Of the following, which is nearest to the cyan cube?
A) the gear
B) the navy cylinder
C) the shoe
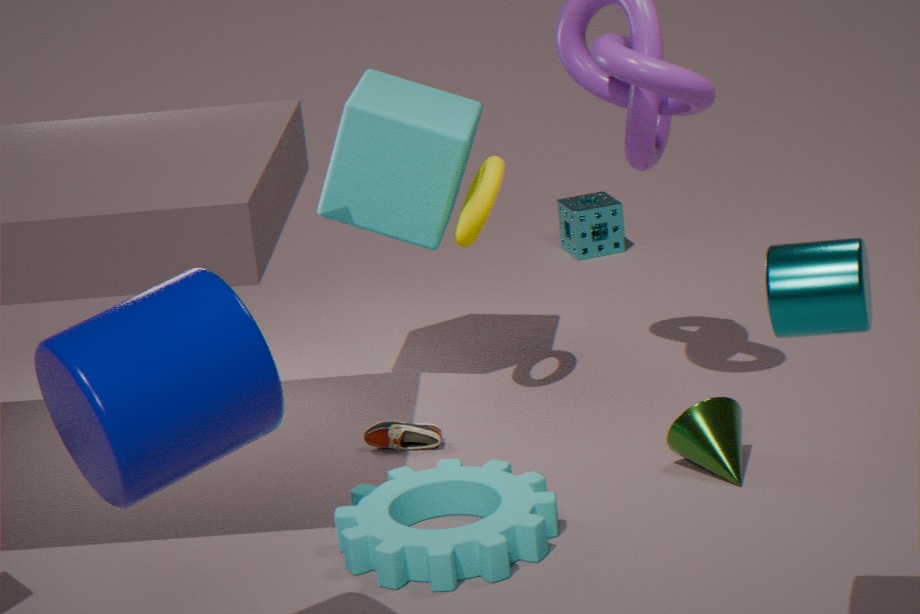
the shoe
